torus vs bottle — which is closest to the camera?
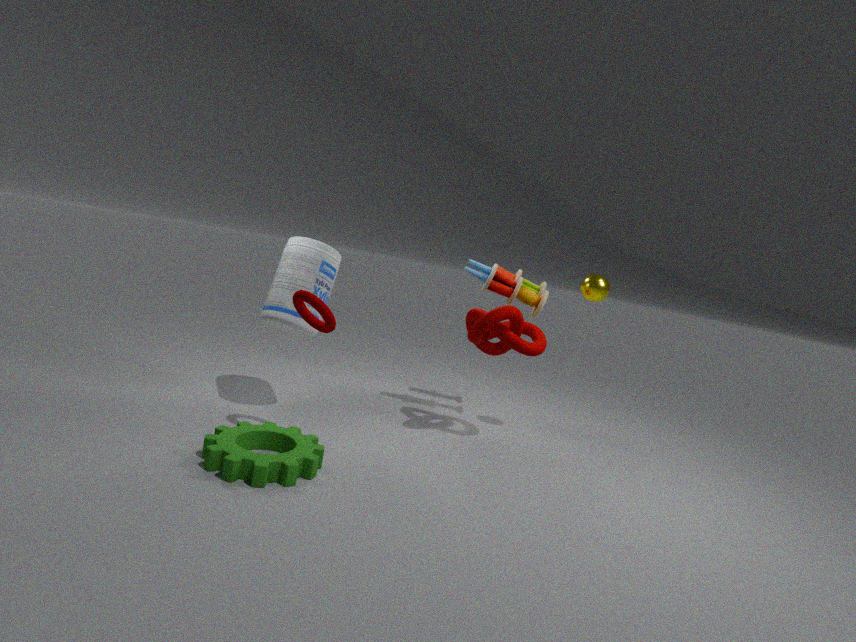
torus
